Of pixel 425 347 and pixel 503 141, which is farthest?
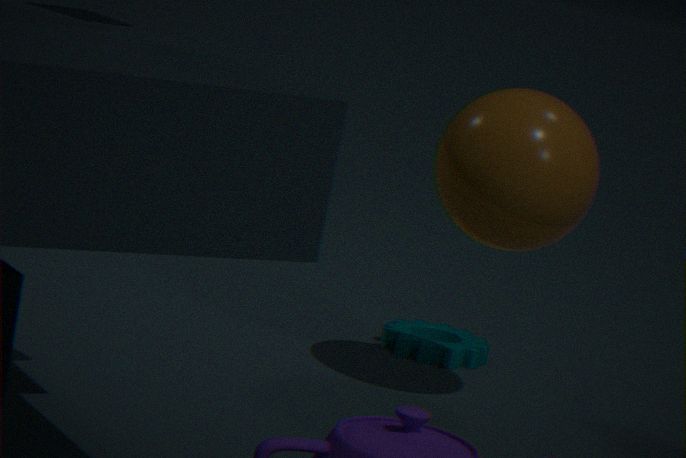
pixel 425 347
